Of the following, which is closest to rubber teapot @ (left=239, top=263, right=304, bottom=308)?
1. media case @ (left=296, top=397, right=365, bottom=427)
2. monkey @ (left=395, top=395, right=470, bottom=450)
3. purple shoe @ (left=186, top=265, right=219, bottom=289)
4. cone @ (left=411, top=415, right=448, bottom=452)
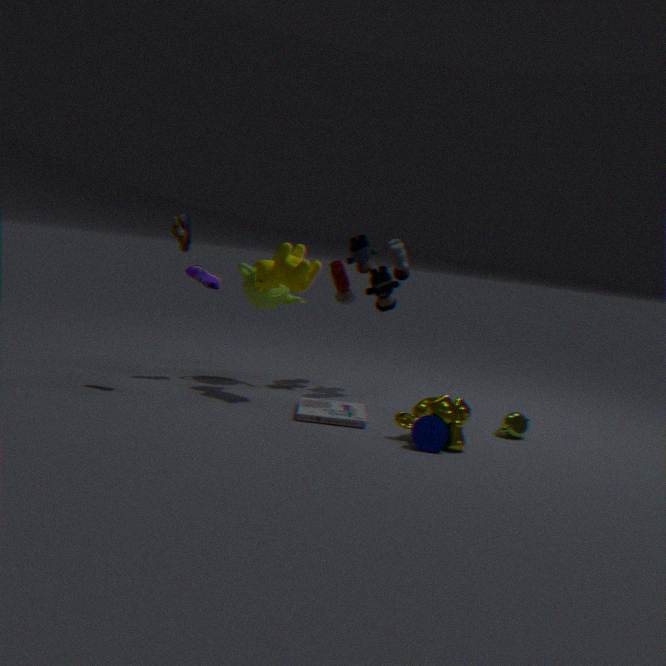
purple shoe @ (left=186, top=265, right=219, bottom=289)
